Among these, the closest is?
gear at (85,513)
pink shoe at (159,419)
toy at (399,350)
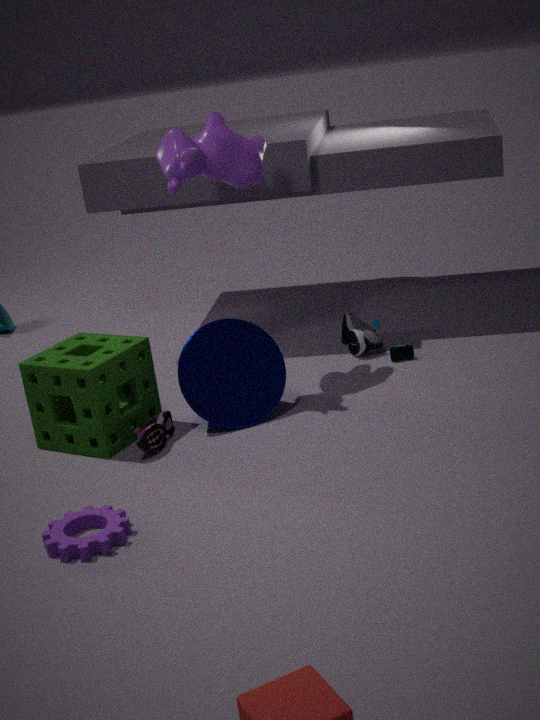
gear at (85,513)
